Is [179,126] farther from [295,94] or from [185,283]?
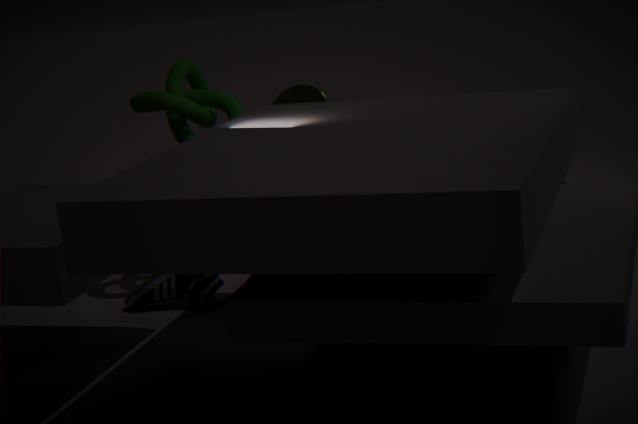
[185,283]
